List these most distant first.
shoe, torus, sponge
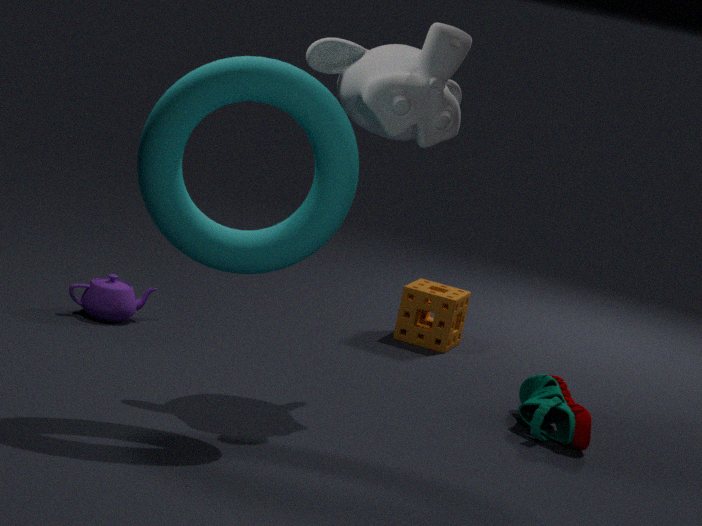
1. sponge
2. shoe
3. torus
